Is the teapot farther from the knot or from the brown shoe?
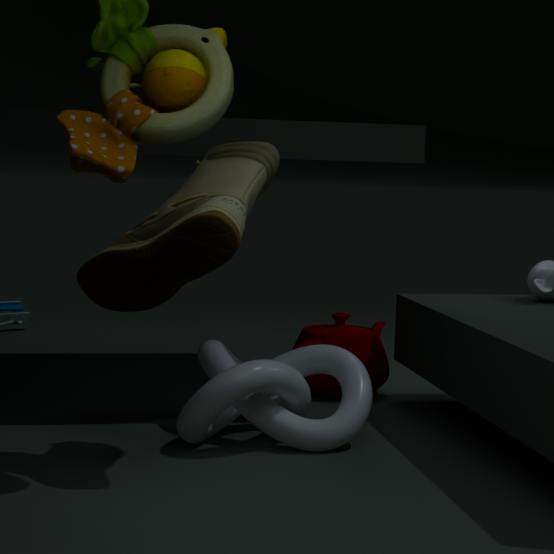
the brown shoe
